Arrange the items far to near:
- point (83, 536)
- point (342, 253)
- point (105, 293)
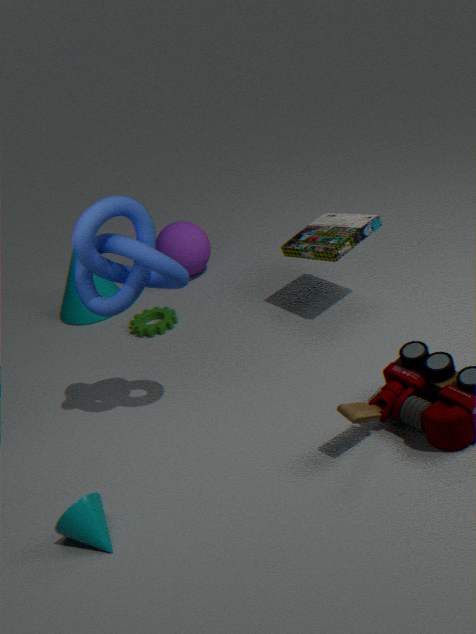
point (105, 293) < point (342, 253) < point (83, 536)
